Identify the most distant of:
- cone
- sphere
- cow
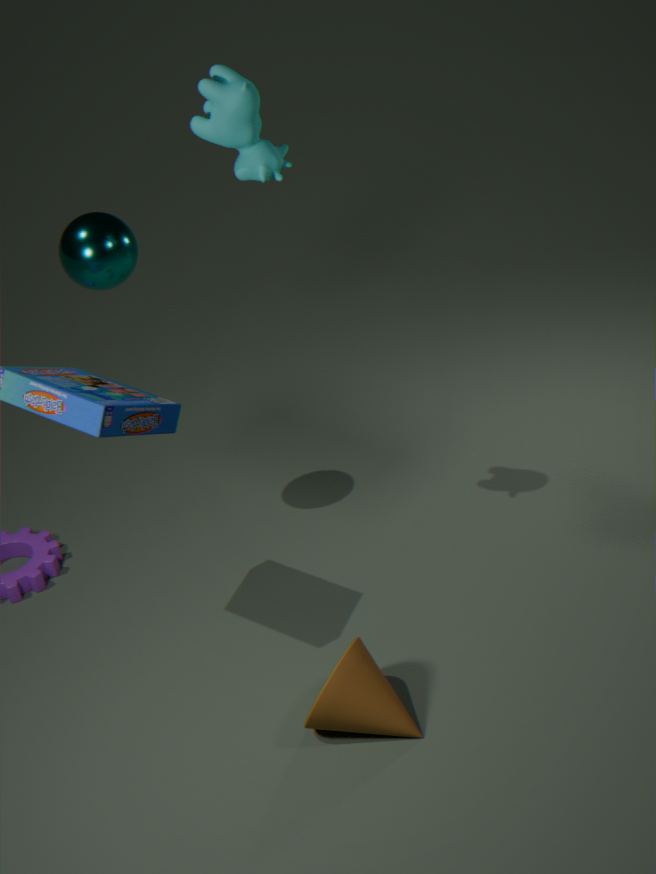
sphere
